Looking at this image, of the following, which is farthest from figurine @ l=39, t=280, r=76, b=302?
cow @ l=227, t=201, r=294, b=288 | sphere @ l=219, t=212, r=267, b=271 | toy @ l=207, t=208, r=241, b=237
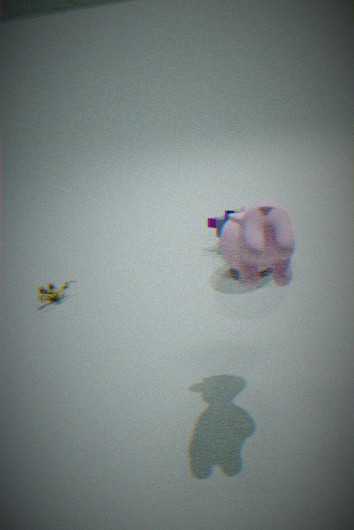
cow @ l=227, t=201, r=294, b=288
